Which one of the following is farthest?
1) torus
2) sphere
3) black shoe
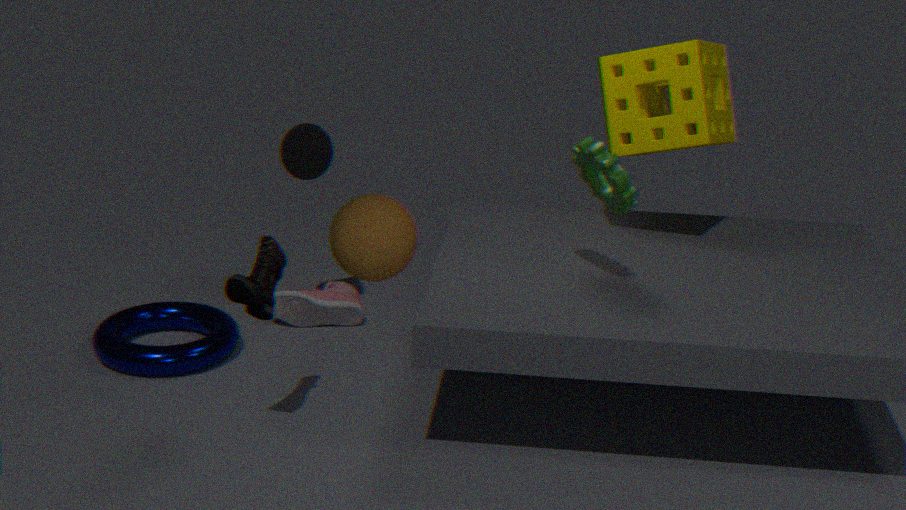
1. torus
